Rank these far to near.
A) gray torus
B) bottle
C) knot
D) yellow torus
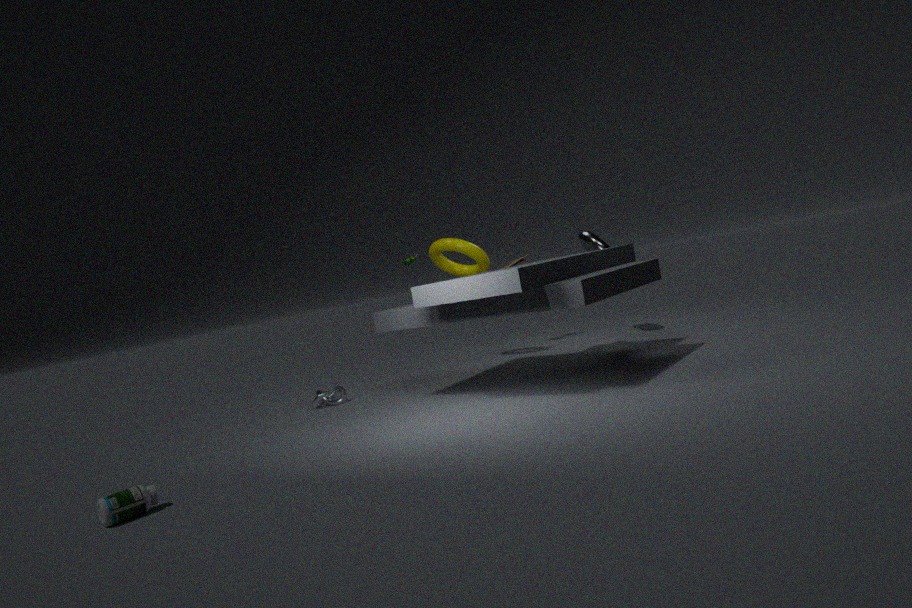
gray torus, yellow torus, knot, bottle
